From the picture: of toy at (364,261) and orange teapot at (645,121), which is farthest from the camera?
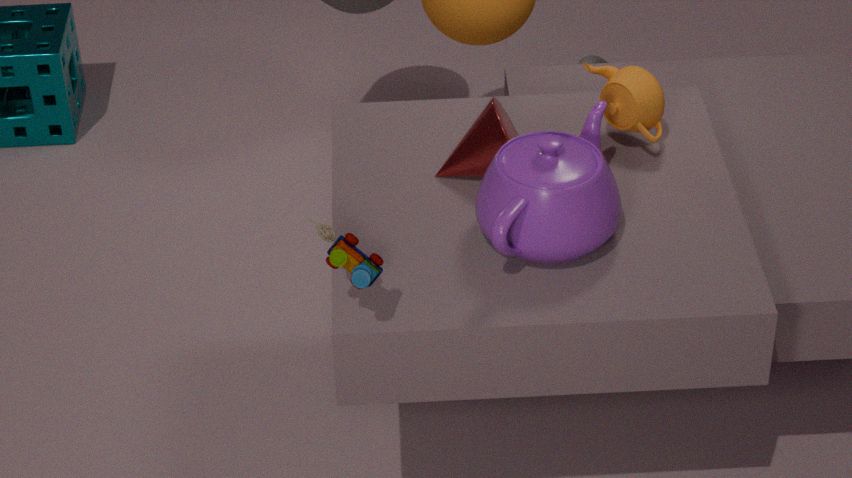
orange teapot at (645,121)
